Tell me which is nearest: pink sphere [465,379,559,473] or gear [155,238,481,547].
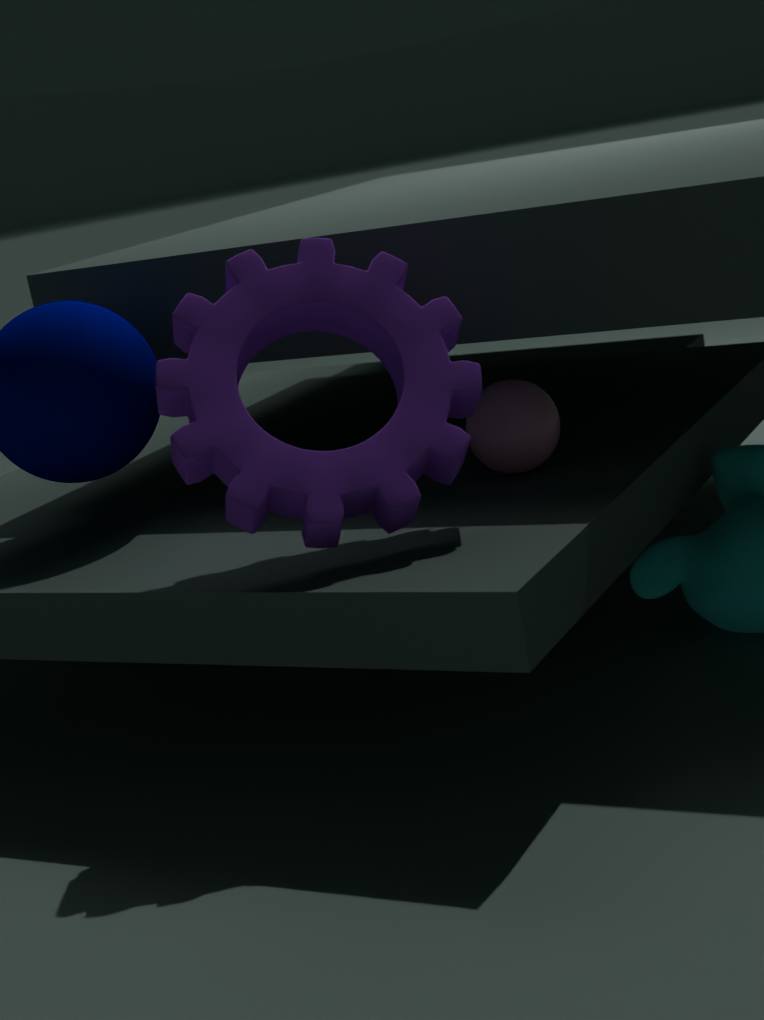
gear [155,238,481,547]
